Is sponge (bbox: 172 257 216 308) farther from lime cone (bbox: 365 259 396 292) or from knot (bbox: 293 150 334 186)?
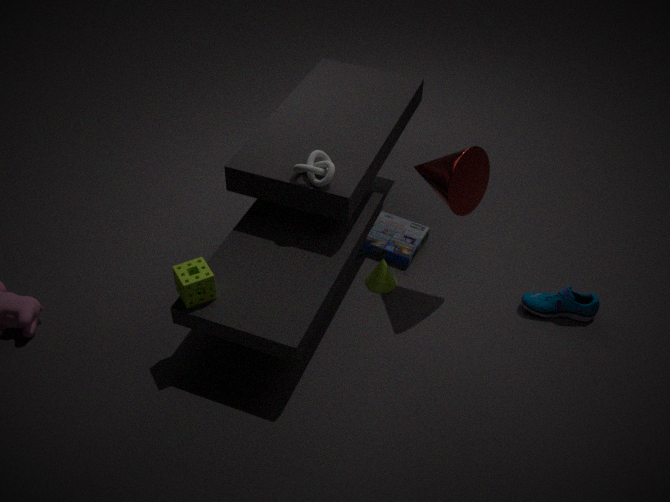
lime cone (bbox: 365 259 396 292)
